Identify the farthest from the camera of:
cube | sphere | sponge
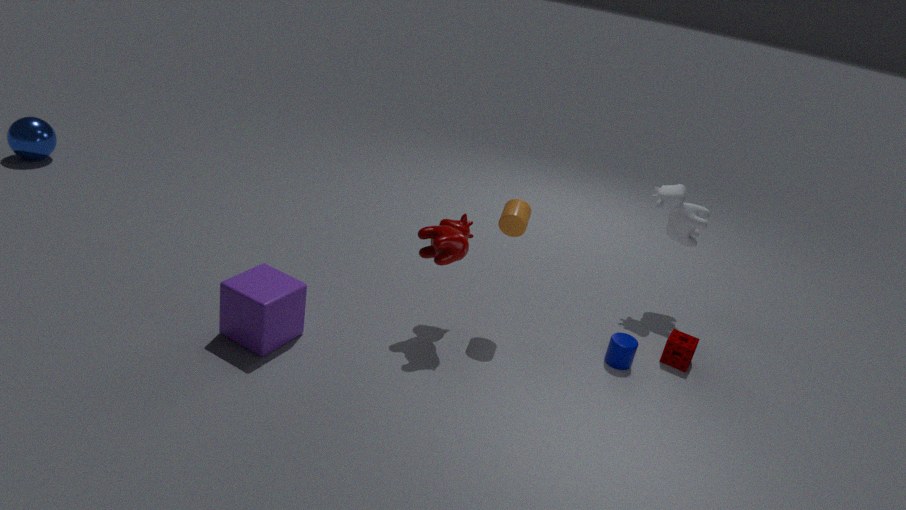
sphere
